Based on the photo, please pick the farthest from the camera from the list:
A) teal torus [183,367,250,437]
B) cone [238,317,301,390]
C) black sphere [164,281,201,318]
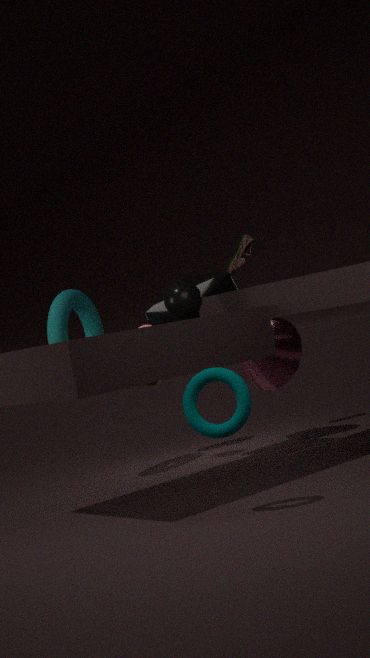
cone [238,317,301,390]
